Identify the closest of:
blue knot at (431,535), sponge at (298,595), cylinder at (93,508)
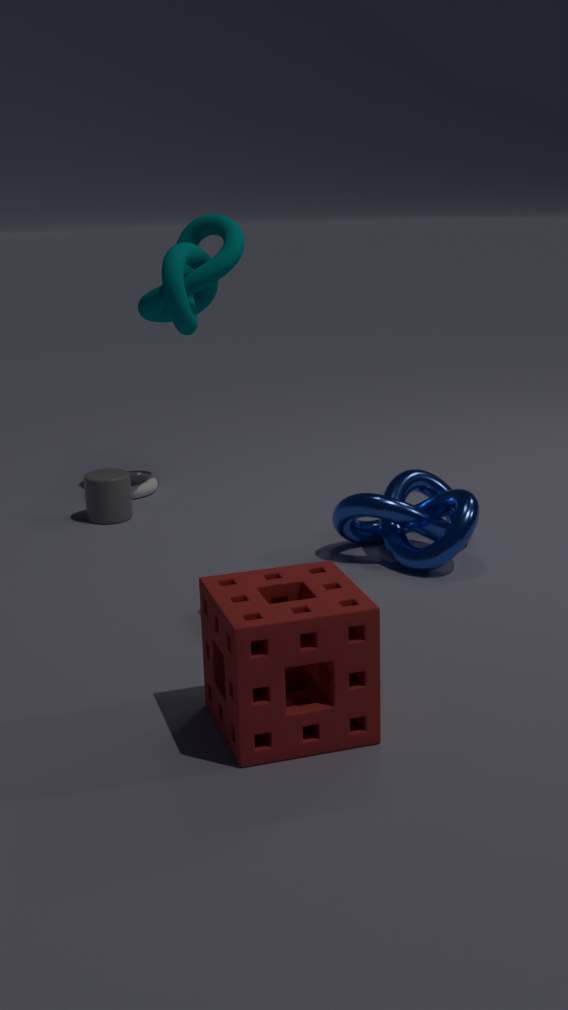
sponge at (298,595)
